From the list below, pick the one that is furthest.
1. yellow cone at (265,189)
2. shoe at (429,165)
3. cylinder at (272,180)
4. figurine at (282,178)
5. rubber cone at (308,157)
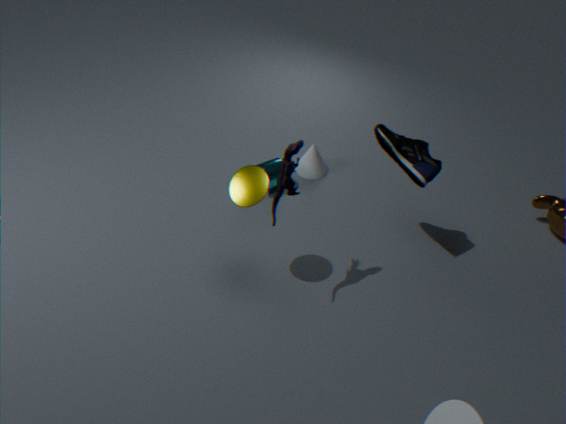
rubber cone at (308,157)
